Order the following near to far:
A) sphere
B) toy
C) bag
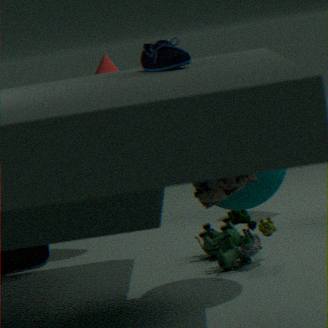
bag, sphere, toy
